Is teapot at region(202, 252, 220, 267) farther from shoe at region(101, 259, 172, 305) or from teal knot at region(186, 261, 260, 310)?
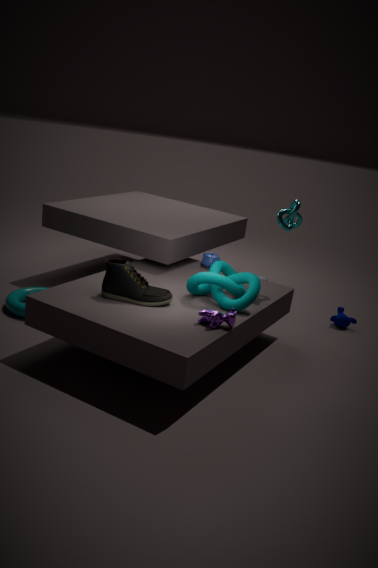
shoe at region(101, 259, 172, 305)
